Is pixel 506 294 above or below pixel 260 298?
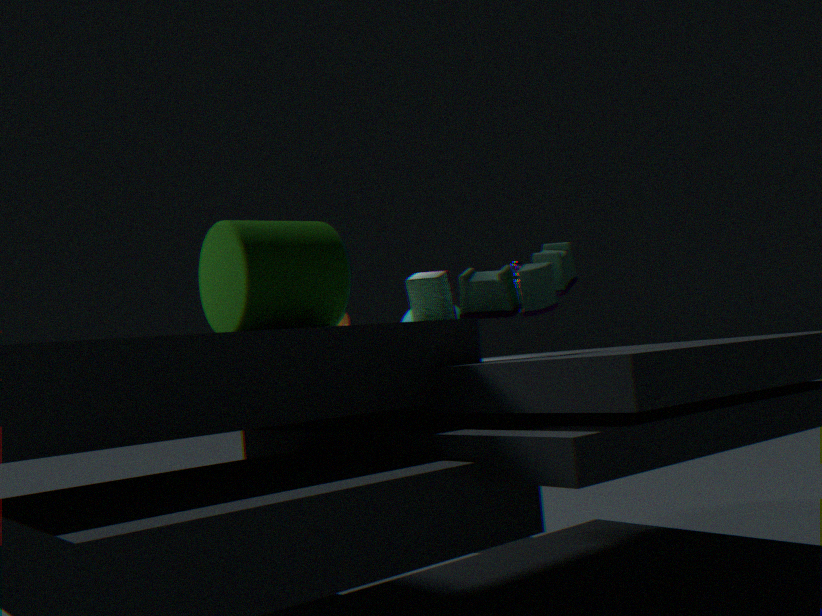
below
